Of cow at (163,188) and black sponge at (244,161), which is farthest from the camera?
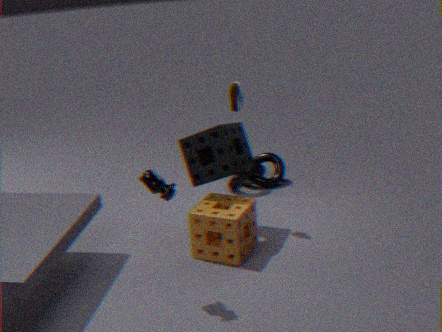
black sponge at (244,161)
